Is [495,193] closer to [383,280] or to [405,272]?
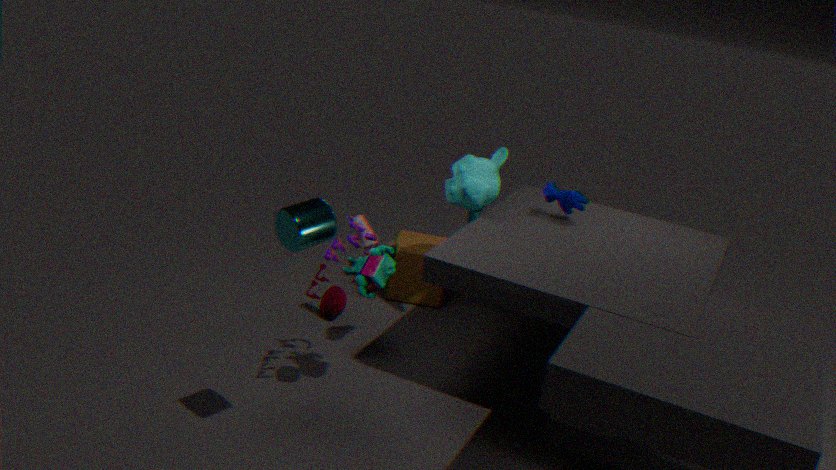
[405,272]
